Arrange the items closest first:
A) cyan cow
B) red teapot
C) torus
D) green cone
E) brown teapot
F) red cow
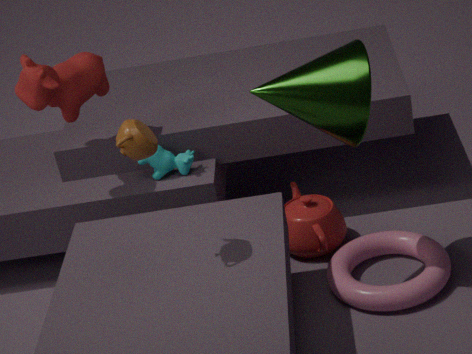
brown teapot → green cone → torus → red cow → red teapot → cyan cow
